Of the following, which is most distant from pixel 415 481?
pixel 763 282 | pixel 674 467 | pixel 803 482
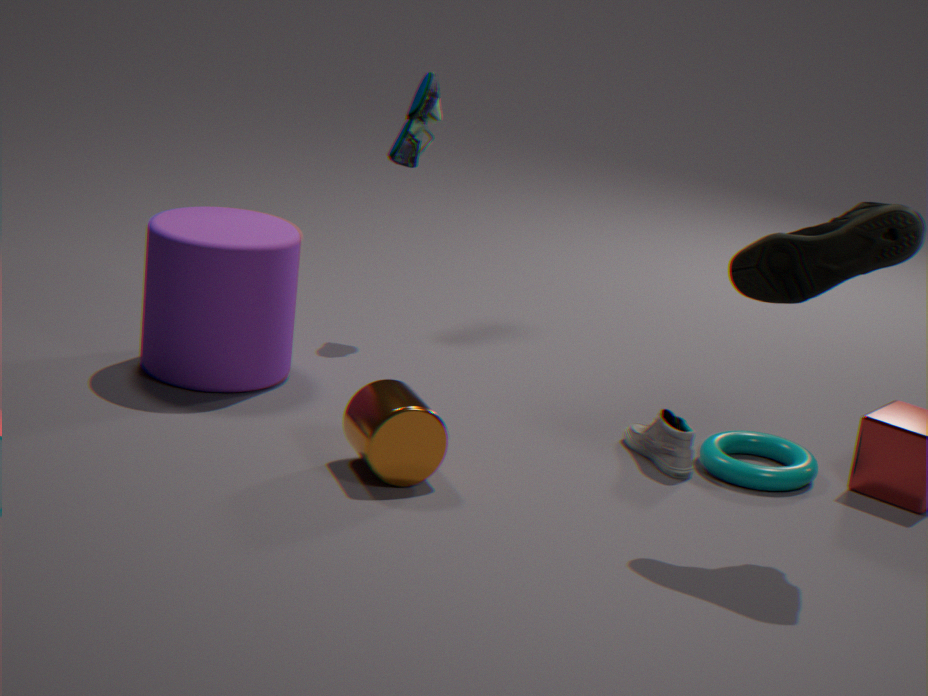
pixel 763 282
